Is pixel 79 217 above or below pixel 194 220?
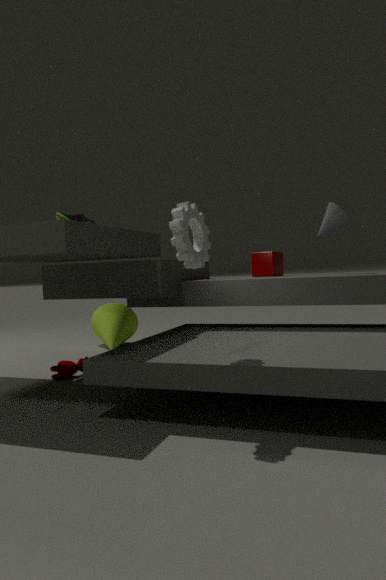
above
